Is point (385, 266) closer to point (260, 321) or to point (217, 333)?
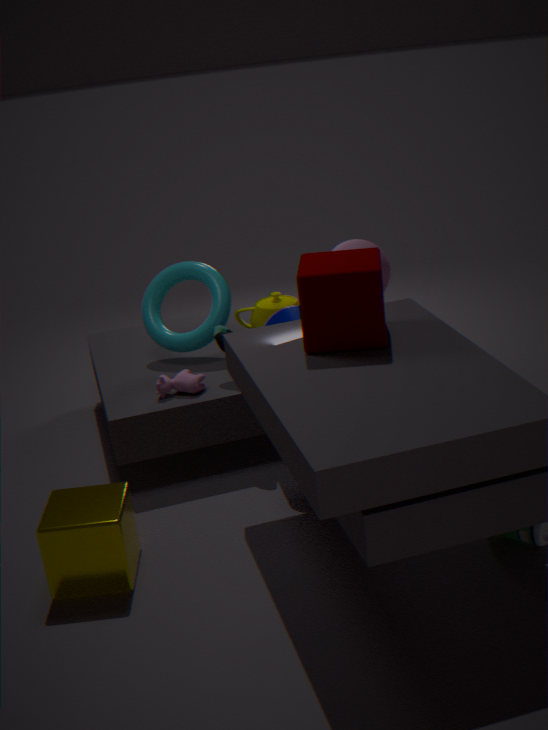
point (260, 321)
